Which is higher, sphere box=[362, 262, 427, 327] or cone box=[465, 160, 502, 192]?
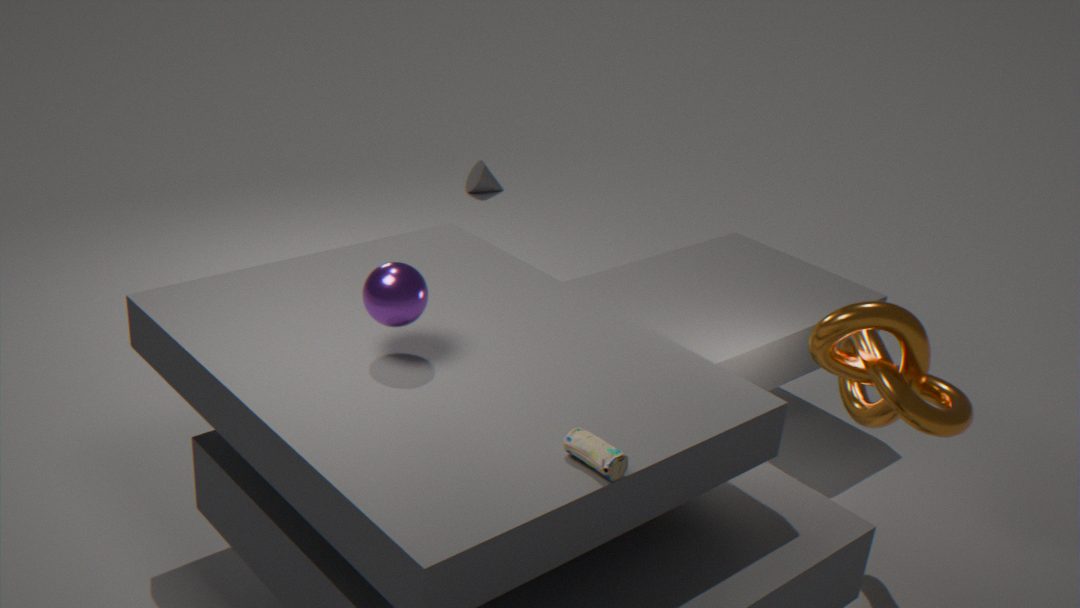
sphere box=[362, 262, 427, 327]
